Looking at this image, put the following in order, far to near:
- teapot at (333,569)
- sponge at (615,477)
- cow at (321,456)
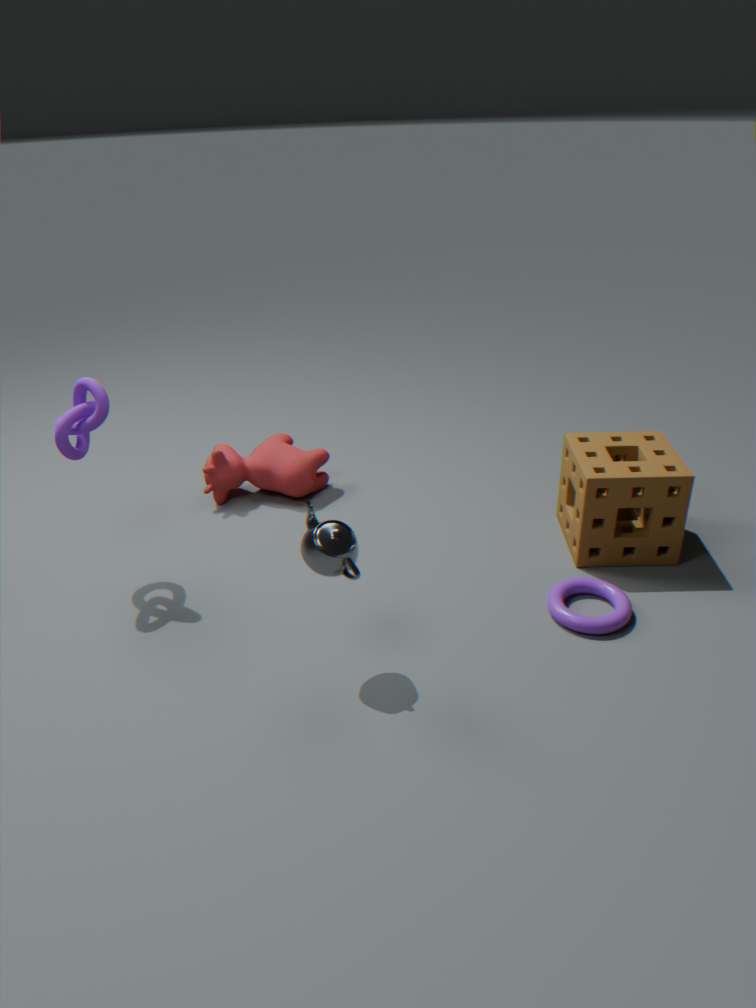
cow at (321,456)
sponge at (615,477)
teapot at (333,569)
